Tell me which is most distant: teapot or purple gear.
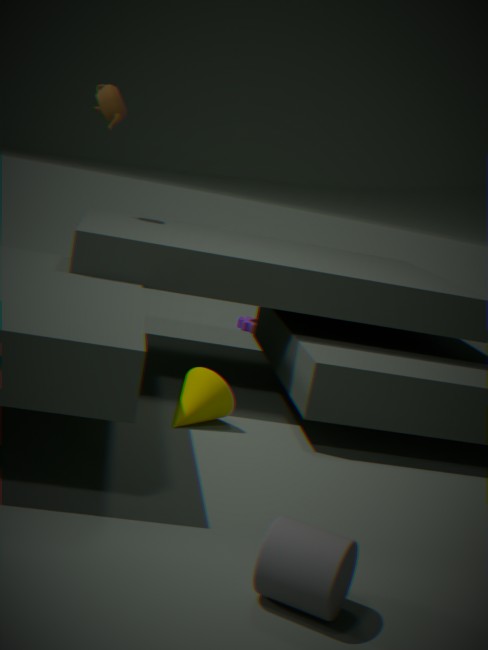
purple gear
